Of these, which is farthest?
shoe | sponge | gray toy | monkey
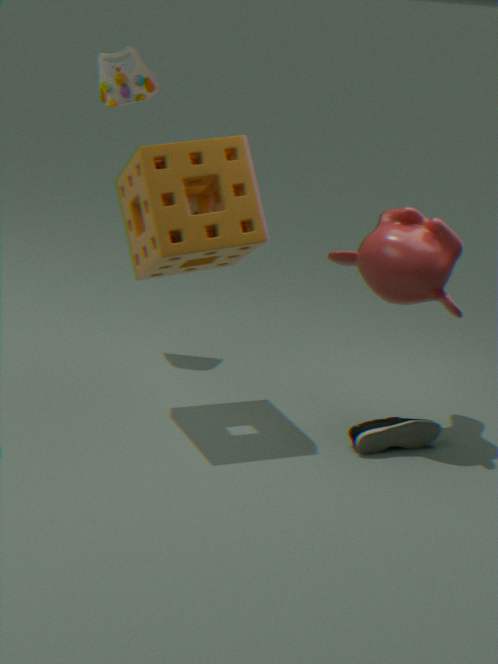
gray toy
